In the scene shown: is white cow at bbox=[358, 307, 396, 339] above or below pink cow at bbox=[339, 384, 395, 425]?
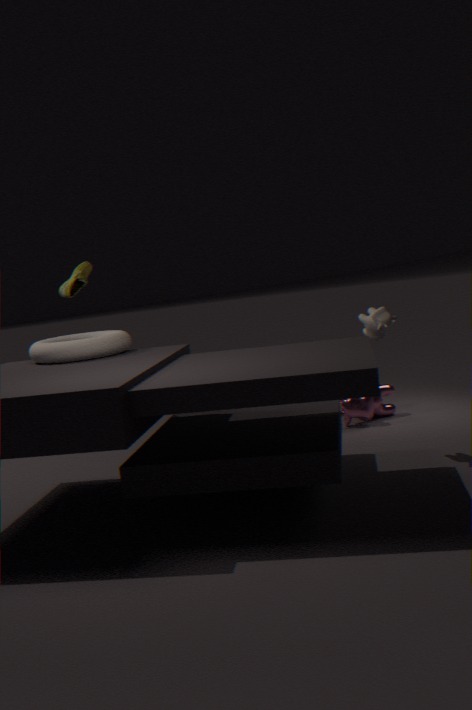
above
